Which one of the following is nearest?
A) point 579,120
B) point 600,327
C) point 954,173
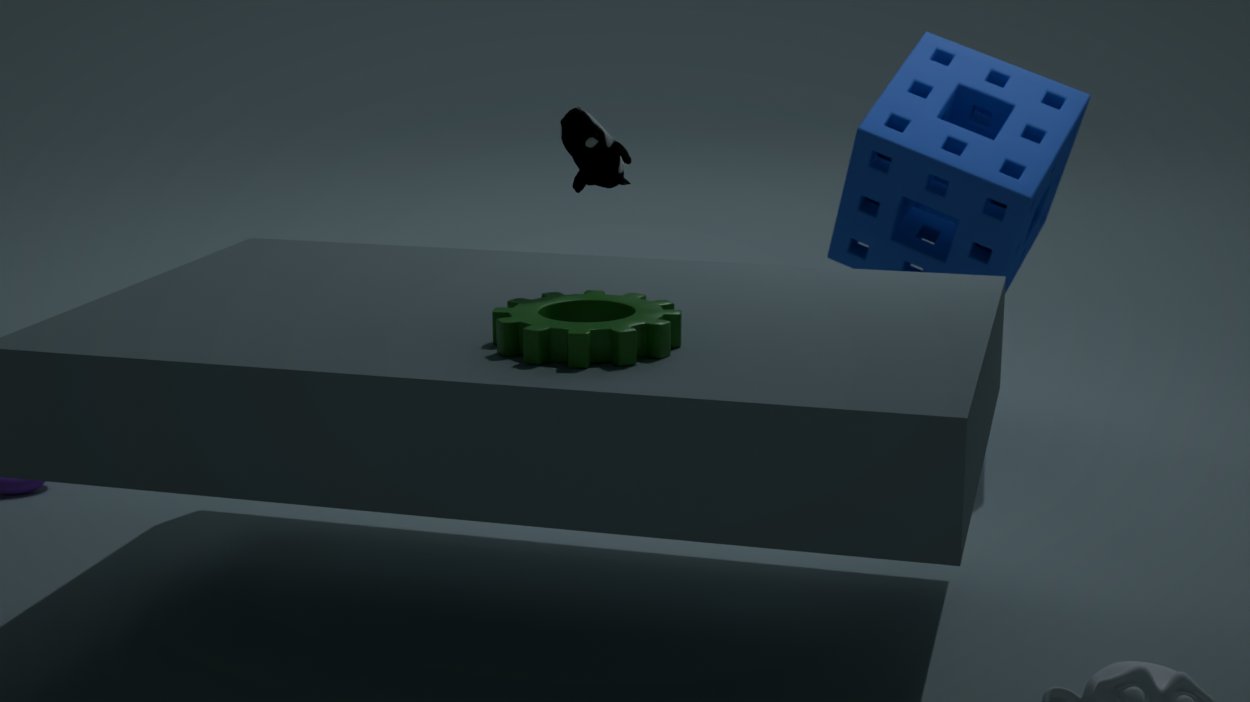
B. point 600,327
